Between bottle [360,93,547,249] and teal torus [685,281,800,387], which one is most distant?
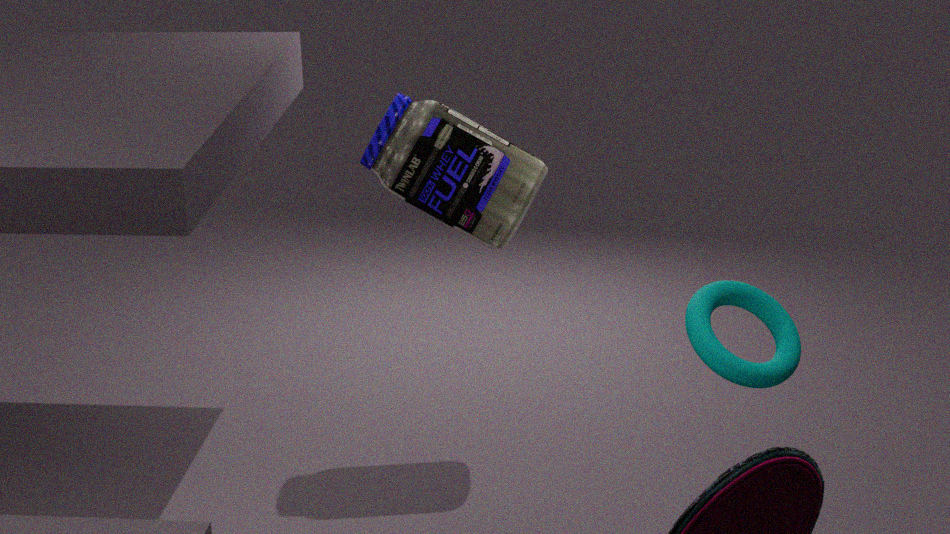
bottle [360,93,547,249]
